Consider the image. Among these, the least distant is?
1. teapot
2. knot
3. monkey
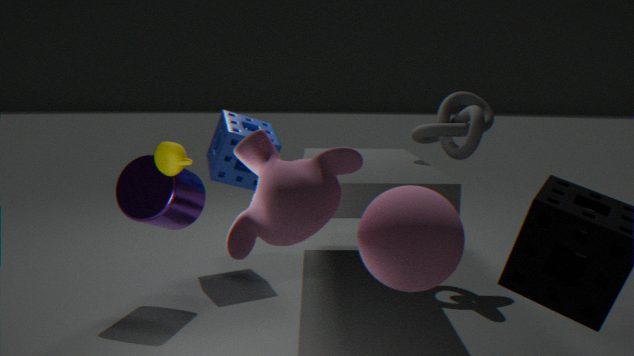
monkey
